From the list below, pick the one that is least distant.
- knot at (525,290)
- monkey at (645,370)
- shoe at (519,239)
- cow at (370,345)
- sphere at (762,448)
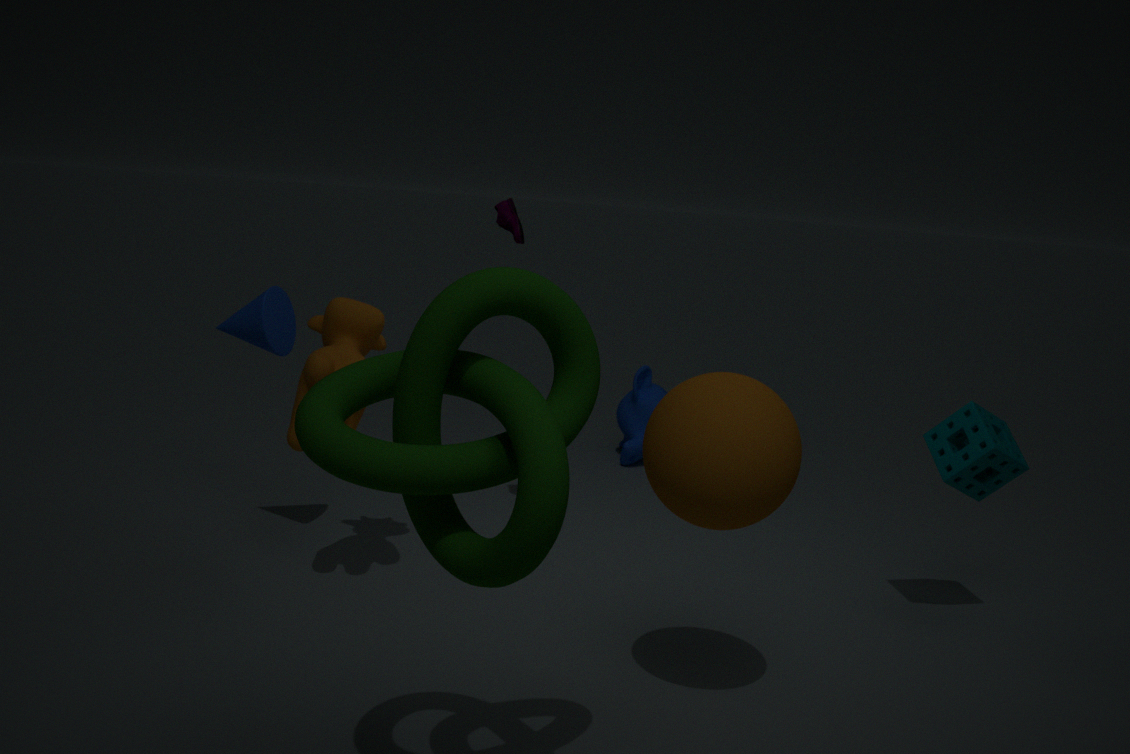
knot at (525,290)
